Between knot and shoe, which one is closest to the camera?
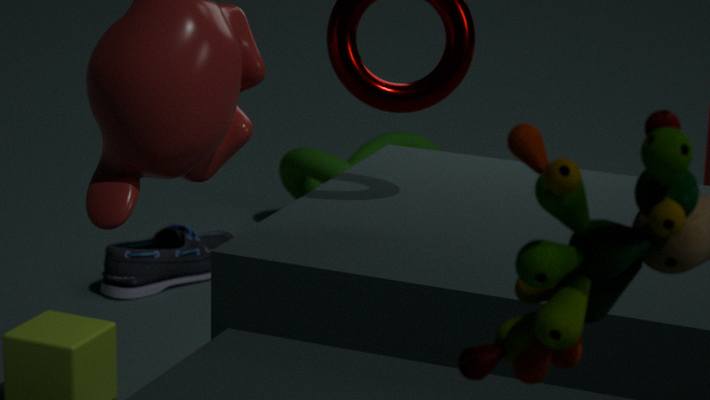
shoe
